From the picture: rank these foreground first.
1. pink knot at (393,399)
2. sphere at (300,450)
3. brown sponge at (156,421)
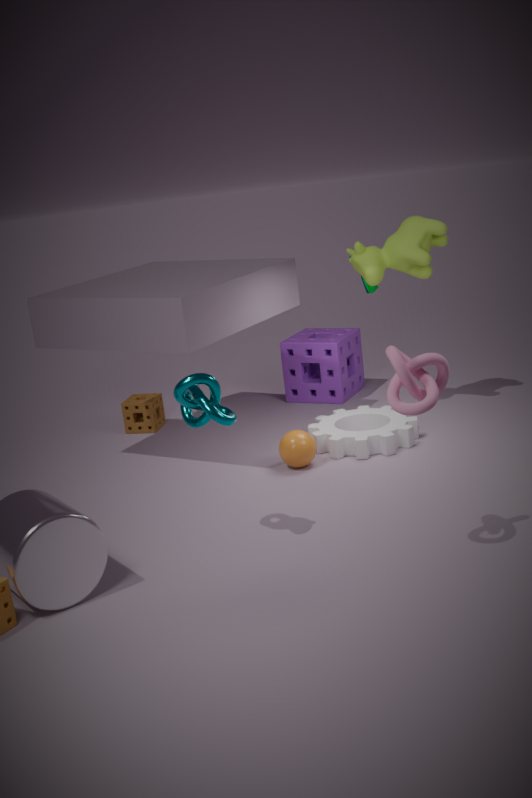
pink knot at (393,399), sphere at (300,450), brown sponge at (156,421)
